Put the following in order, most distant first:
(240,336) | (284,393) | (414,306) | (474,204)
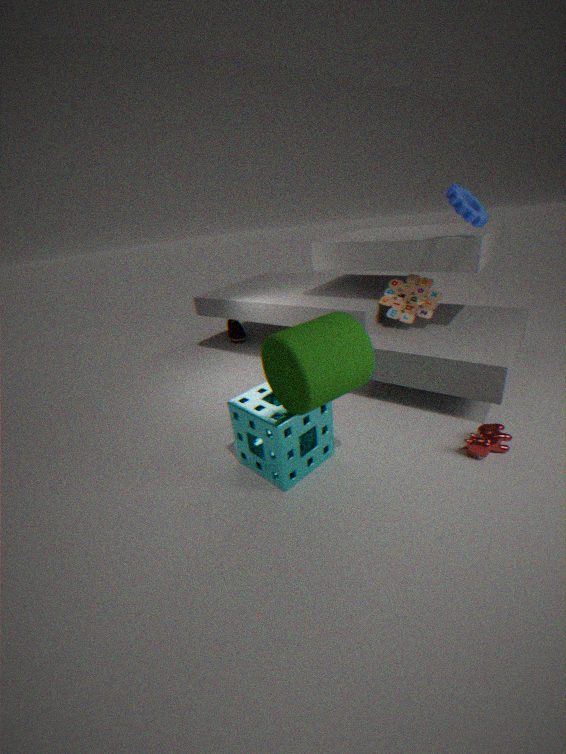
1. (240,336)
2. (414,306)
3. (474,204)
4. (284,393)
